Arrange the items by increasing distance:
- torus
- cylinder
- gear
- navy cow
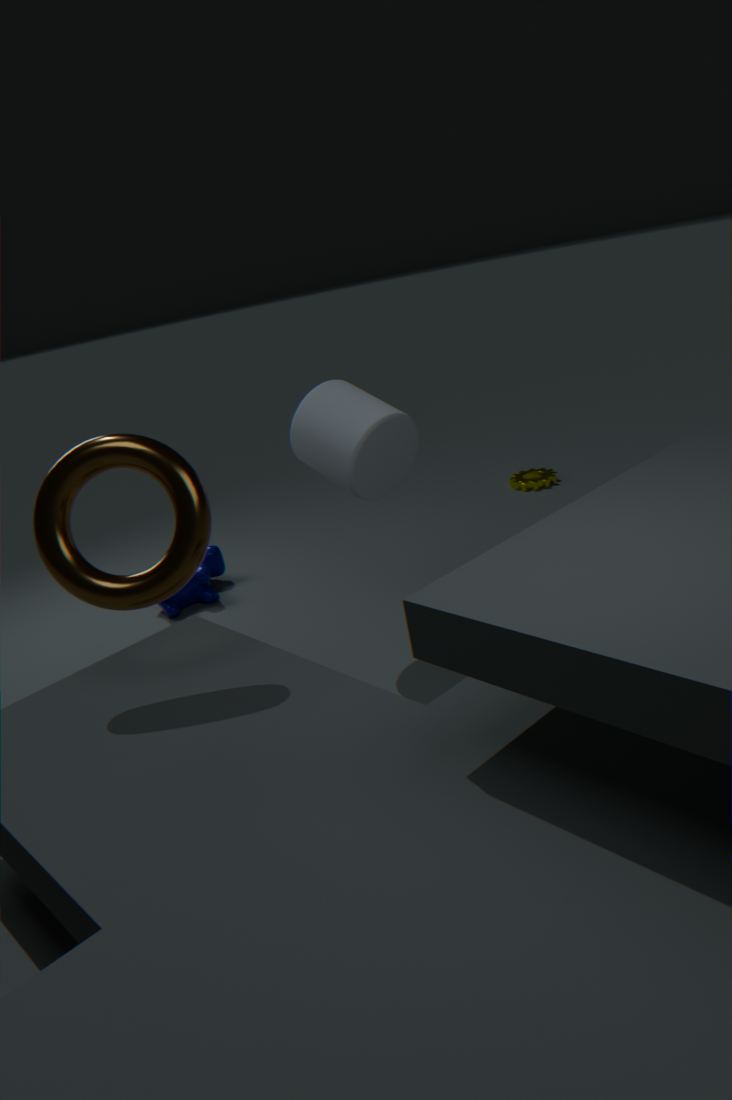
torus → cylinder → navy cow → gear
